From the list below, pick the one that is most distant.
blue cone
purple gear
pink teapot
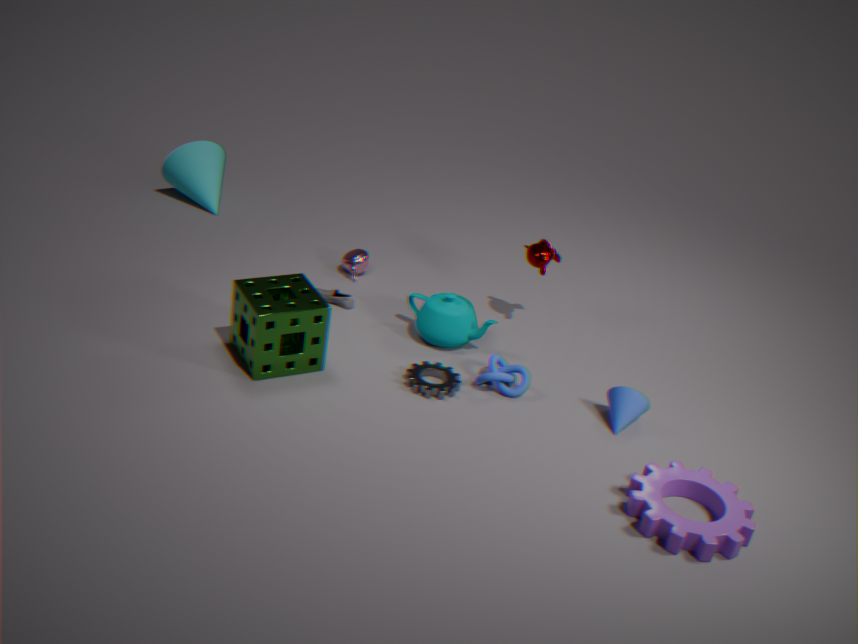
pink teapot
